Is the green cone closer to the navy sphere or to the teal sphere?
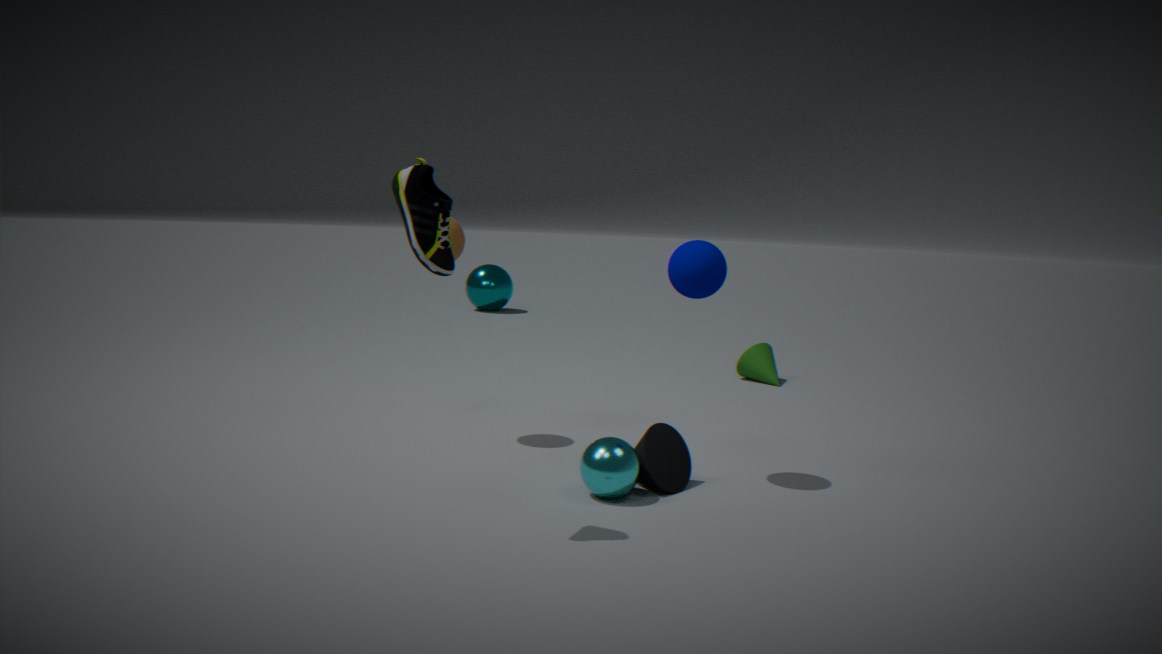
the navy sphere
